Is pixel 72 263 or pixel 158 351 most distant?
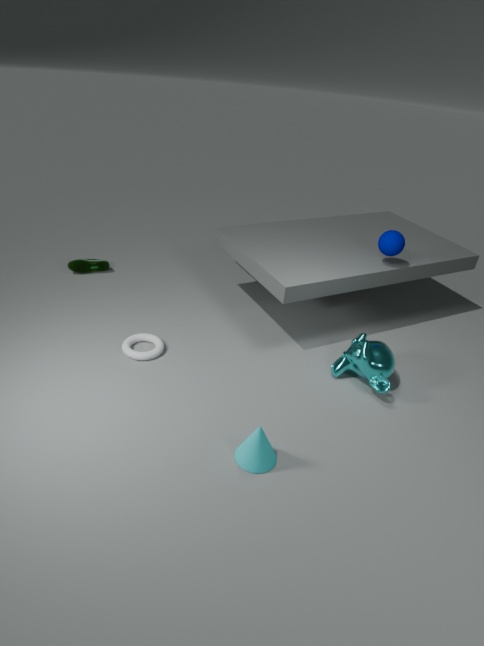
pixel 72 263
